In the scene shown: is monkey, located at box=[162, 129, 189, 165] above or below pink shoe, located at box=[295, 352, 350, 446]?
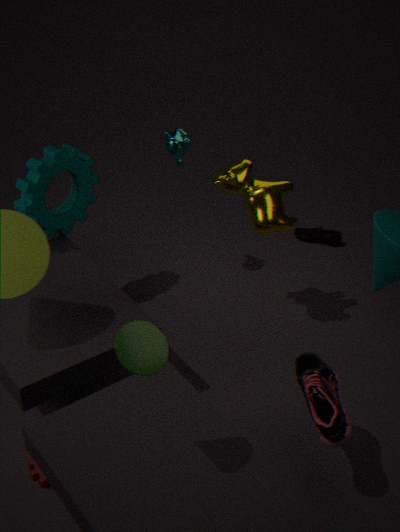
above
